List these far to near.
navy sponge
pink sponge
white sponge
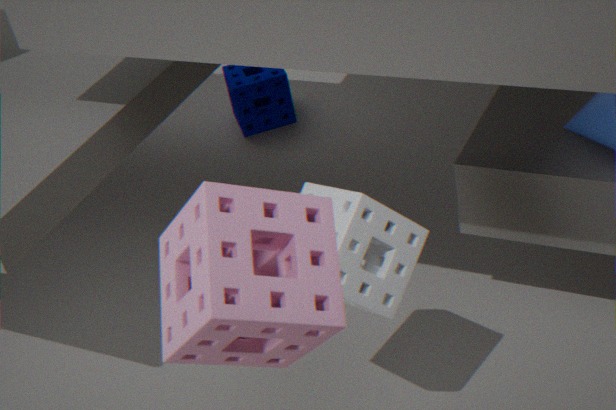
1. navy sponge
2. white sponge
3. pink sponge
